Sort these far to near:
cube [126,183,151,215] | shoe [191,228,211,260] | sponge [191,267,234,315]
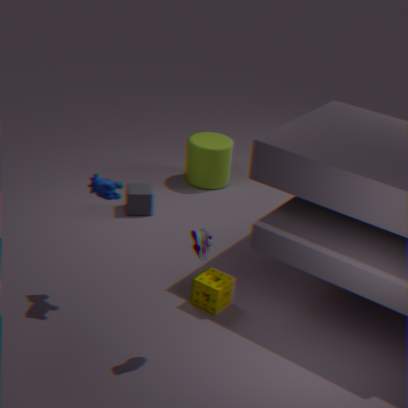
cube [126,183,151,215]
sponge [191,267,234,315]
shoe [191,228,211,260]
